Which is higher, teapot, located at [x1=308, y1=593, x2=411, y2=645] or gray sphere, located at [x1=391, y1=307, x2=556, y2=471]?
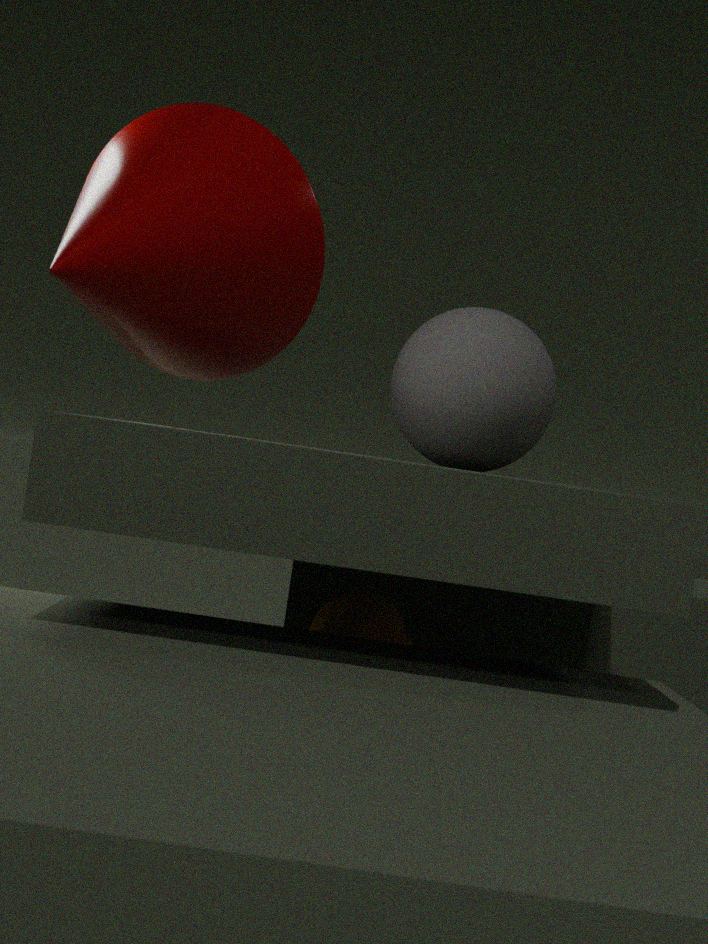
gray sphere, located at [x1=391, y1=307, x2=556, y2=471]
